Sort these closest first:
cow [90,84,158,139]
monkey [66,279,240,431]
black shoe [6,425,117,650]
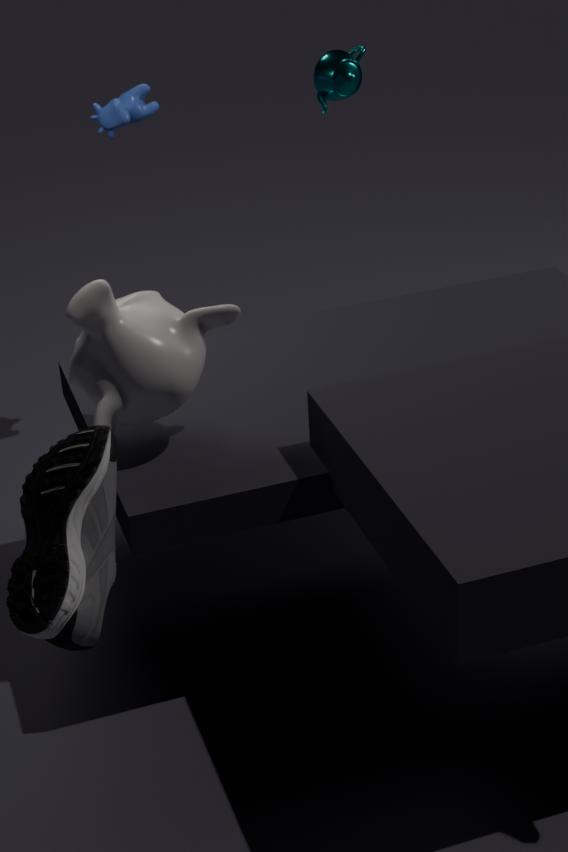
black shoe [6,425,117,650] < monkey [66,279,240,431] < cow [90,84,158,139]
